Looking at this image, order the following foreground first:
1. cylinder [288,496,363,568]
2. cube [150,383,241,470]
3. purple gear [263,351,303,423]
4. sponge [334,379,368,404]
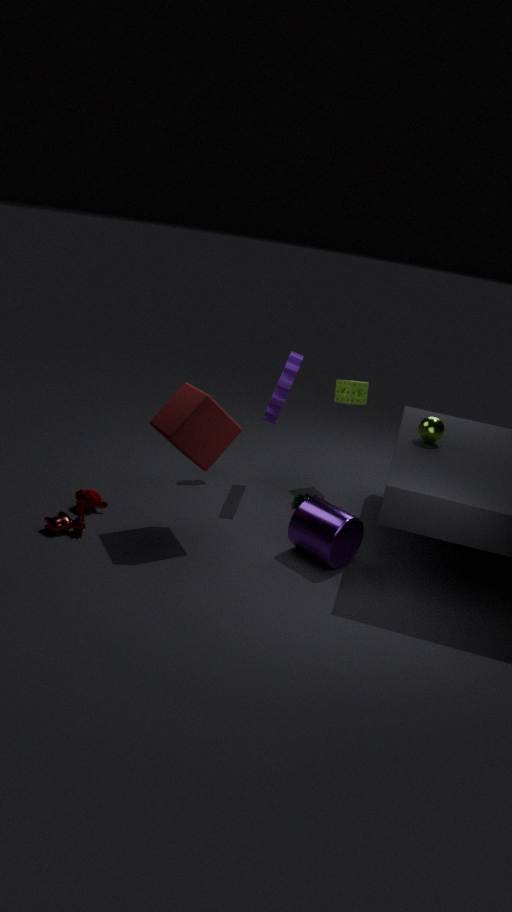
1. cube [150,383,241,470]
2. cylinder [288,496,363,568]
3. purple gear [263,351,303,423]
4. sponge [334,379,368,404]
